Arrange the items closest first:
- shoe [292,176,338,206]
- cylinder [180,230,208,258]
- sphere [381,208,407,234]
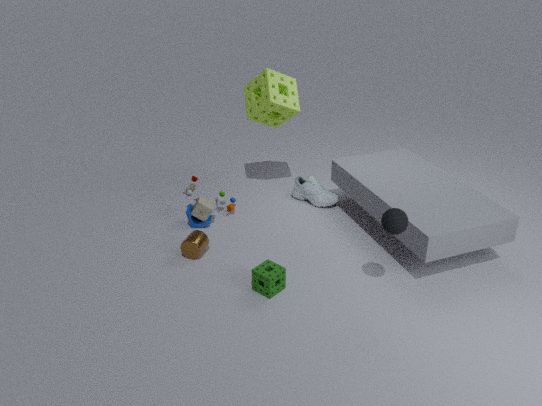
sphere [381,208,407,234] < cylinder [180,230,208,258] < shoe [292,176,338,206]
